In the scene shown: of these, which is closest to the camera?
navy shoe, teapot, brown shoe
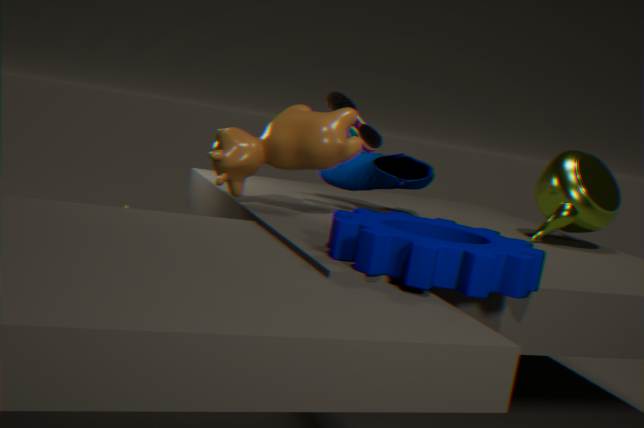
brown shoe
